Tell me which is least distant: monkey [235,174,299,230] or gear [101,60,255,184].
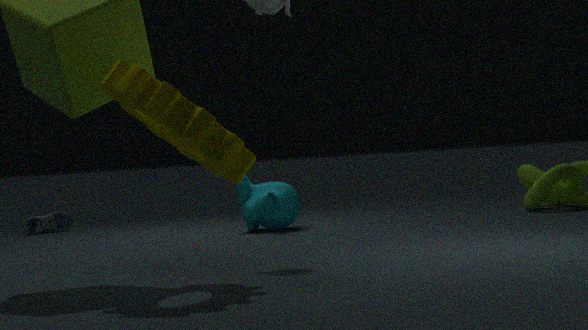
gear [101,60,255,184]
